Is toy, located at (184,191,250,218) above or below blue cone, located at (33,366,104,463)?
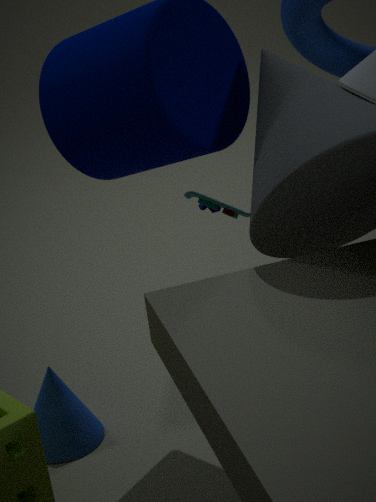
above
